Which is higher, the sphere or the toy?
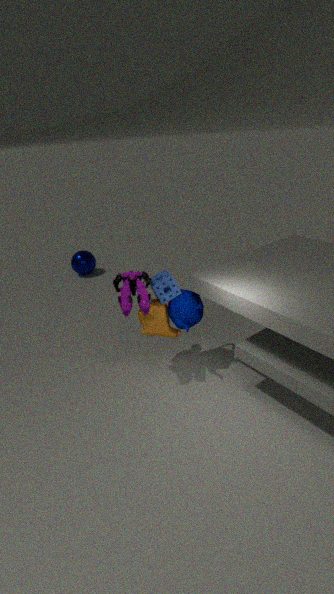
the toy
